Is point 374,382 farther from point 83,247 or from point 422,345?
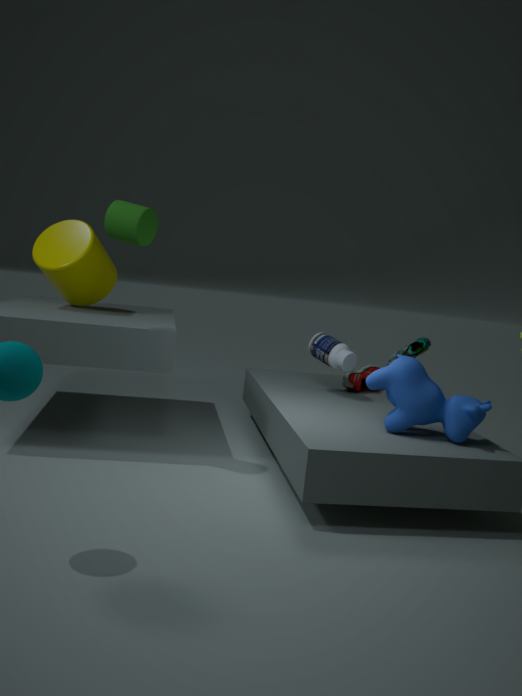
point 83,247
